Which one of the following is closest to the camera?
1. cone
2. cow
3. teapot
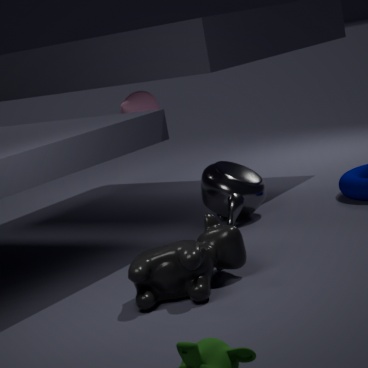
cow
